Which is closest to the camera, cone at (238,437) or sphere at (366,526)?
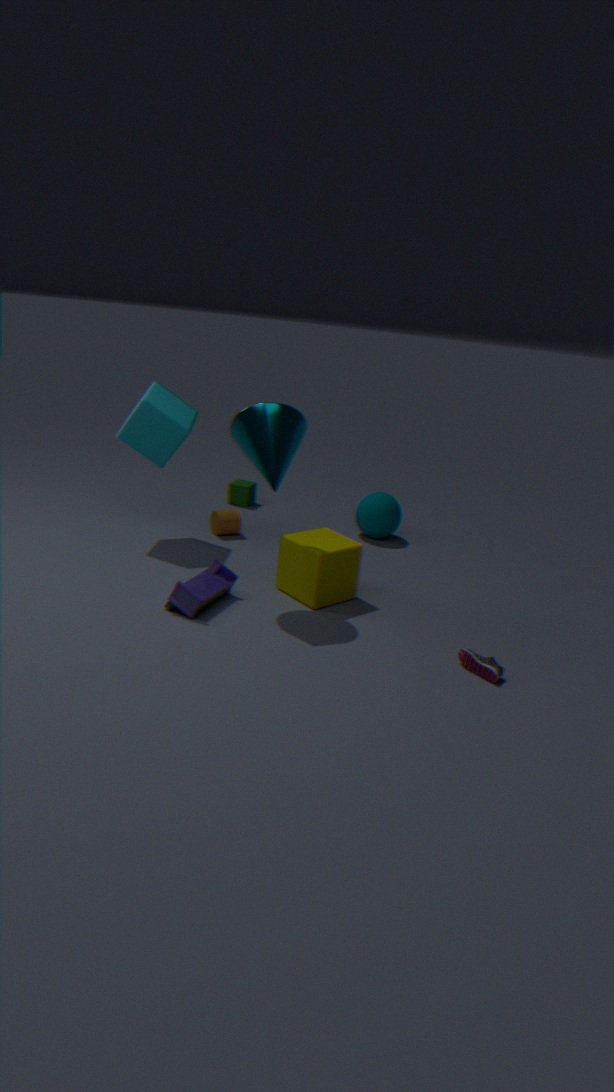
cone at (238,437)
